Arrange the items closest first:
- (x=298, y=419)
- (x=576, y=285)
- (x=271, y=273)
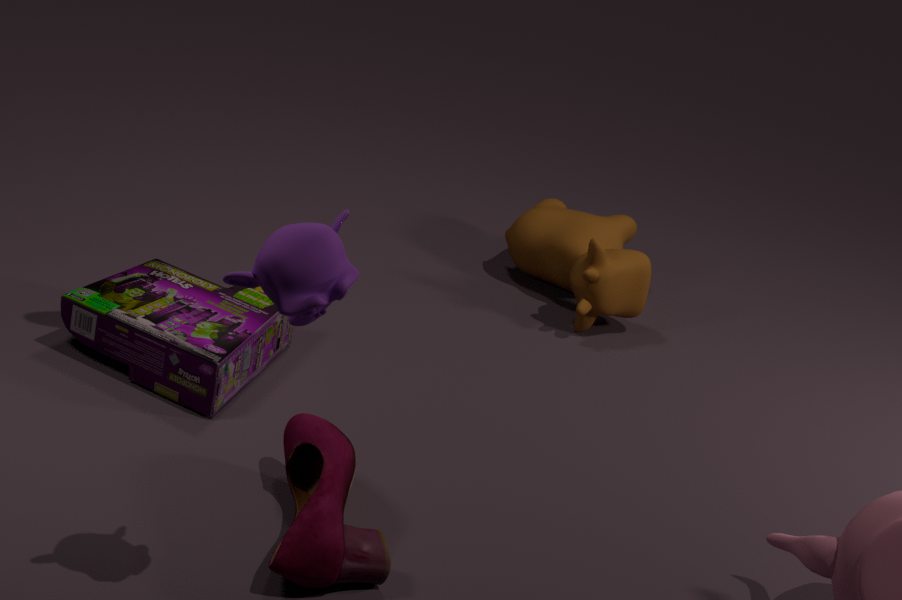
(x=271, y=273) → (x=298, y=419) → (x=576, y=285)
